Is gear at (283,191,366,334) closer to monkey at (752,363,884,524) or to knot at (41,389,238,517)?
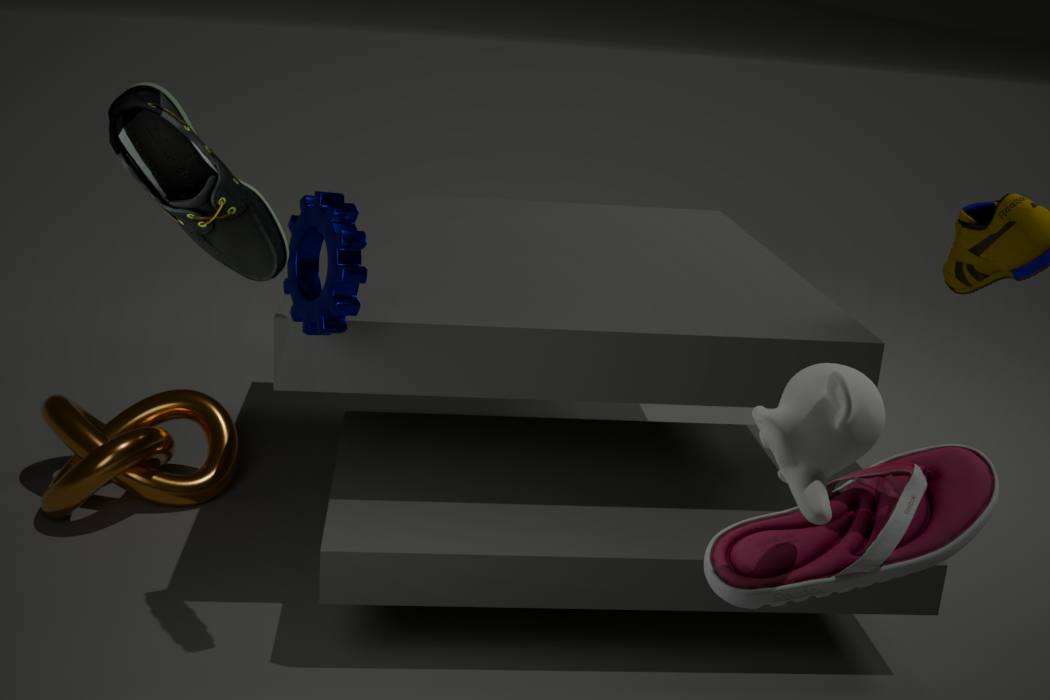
knot at (41,389,238,517)
